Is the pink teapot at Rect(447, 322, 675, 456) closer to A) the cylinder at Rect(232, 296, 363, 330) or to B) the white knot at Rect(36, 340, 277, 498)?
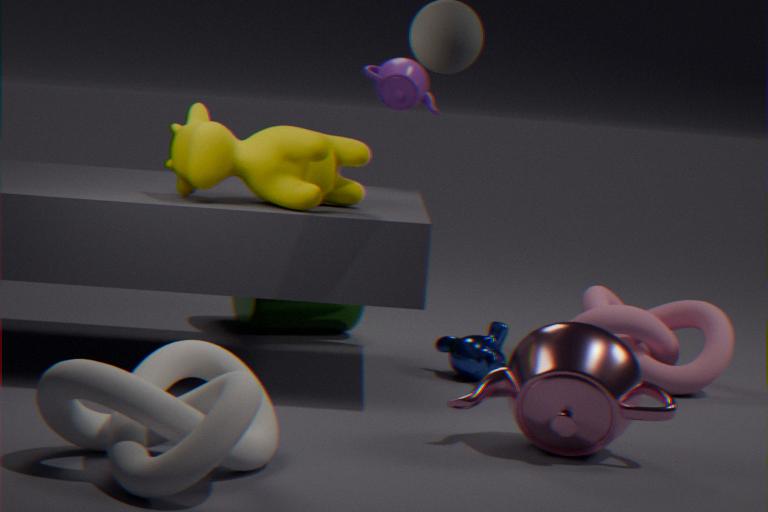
B) the white knot at Rect(36, 340, 277, 498)
